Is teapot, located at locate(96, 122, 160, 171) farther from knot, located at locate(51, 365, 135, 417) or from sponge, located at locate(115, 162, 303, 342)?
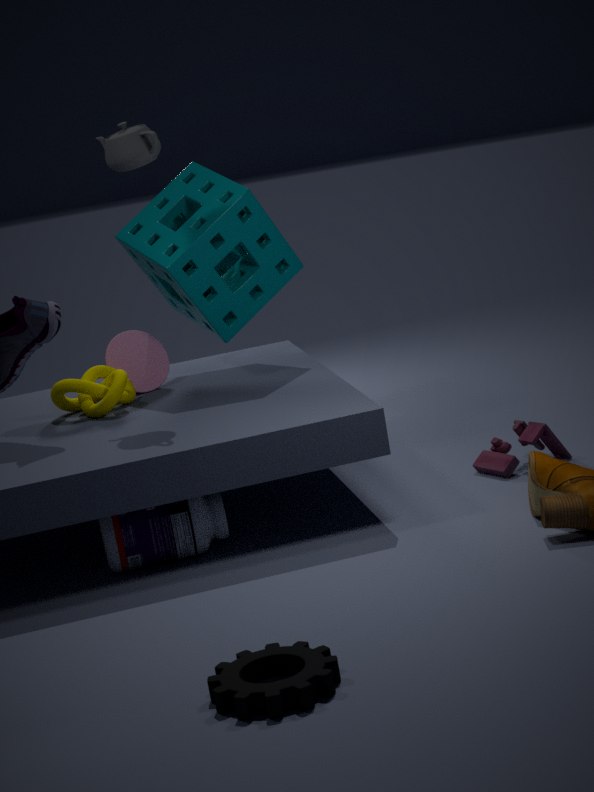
knot, located at locate(51, 365, 135, 417)
